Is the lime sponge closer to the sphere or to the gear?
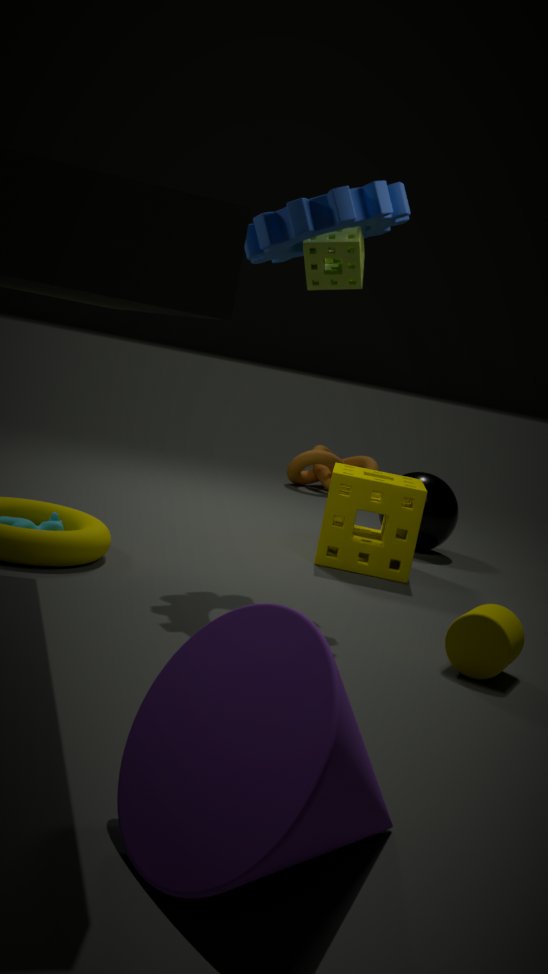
the gear
